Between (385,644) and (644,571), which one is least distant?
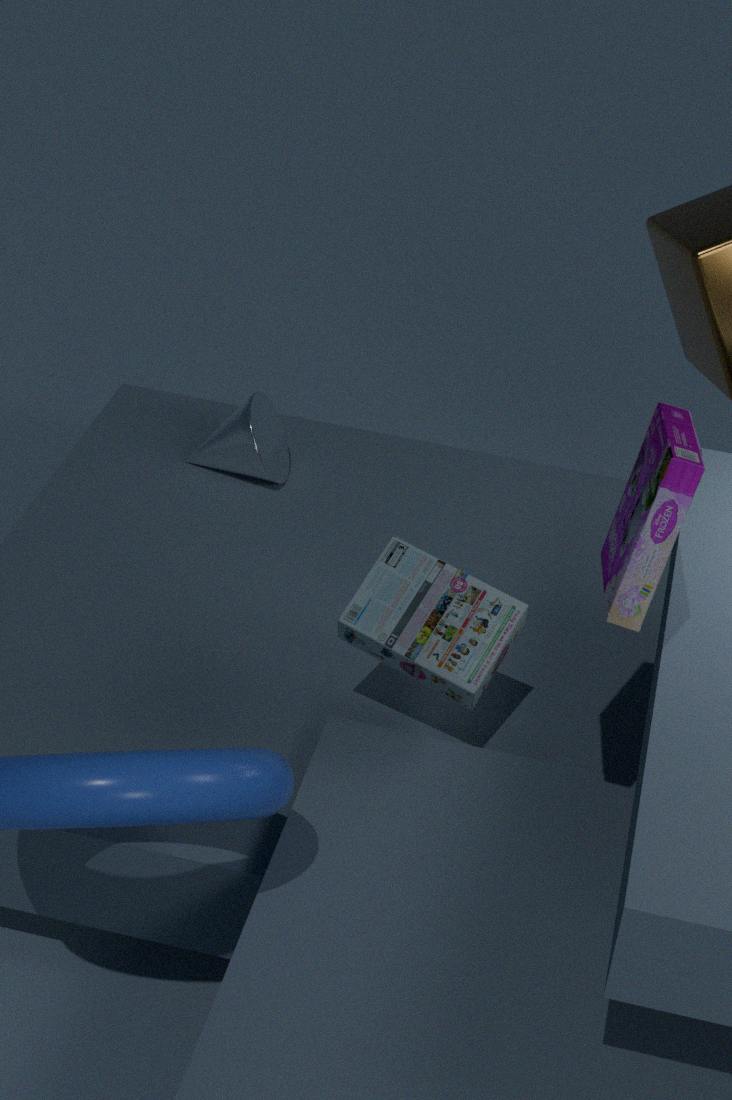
(644,571)
